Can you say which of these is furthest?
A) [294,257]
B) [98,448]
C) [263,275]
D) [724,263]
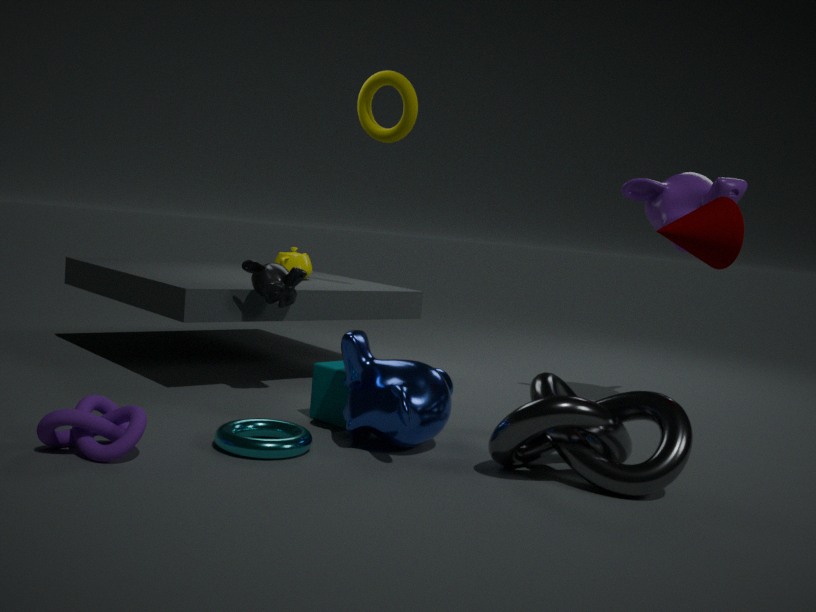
A: [294,257]
